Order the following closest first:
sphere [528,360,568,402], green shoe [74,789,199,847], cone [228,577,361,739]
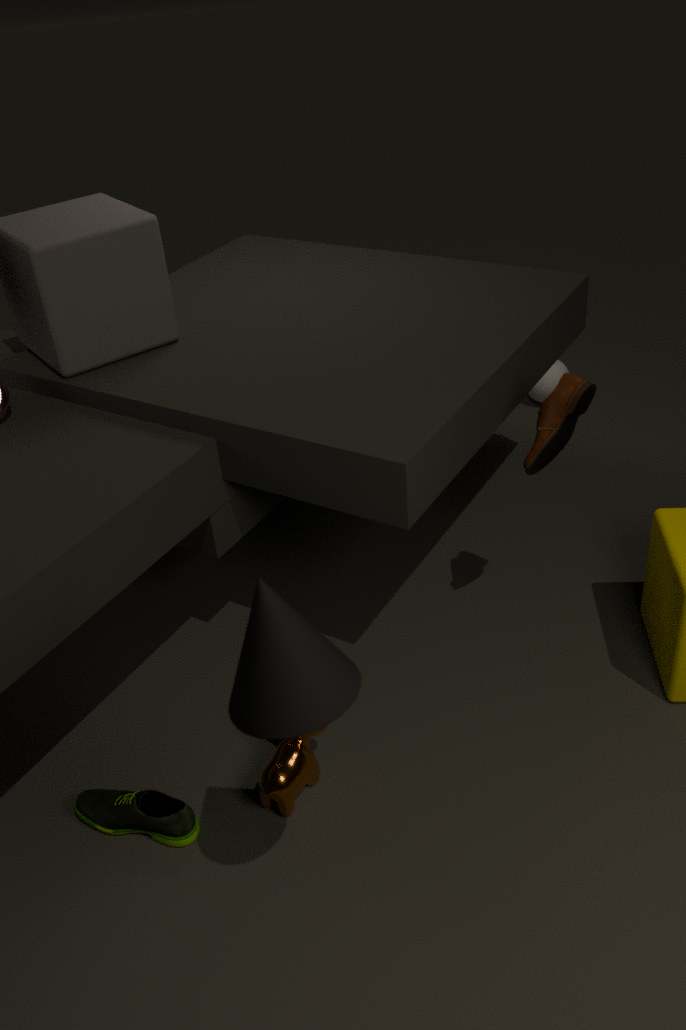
cone [228,577,361,739] → green shoe [74,789,199,847] → sphere [528,360,568,402]
